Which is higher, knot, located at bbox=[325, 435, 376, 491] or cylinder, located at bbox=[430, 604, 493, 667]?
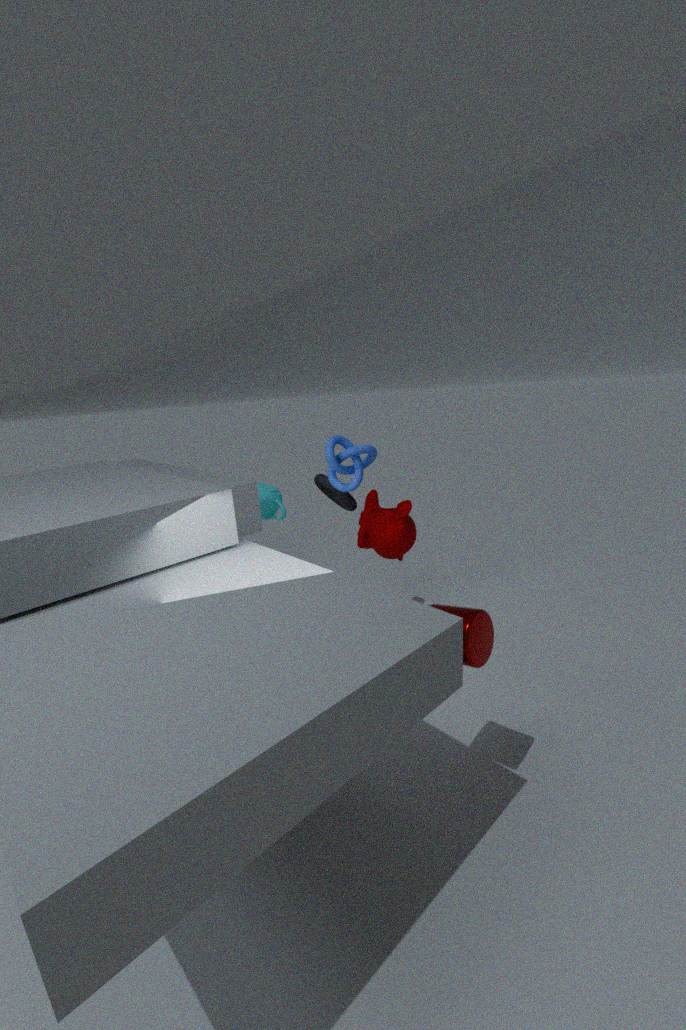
knot, located at bbox=[325, 435, 376, 491]
